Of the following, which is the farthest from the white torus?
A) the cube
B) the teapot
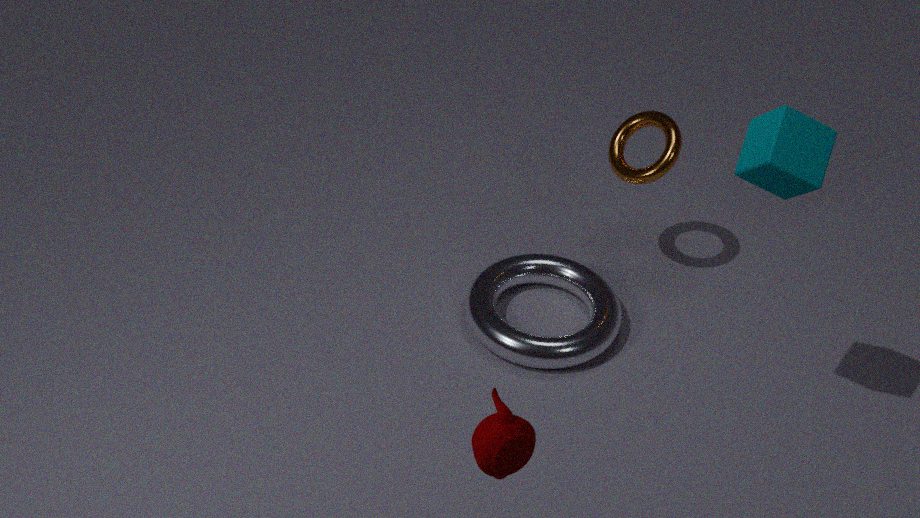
the teapot
